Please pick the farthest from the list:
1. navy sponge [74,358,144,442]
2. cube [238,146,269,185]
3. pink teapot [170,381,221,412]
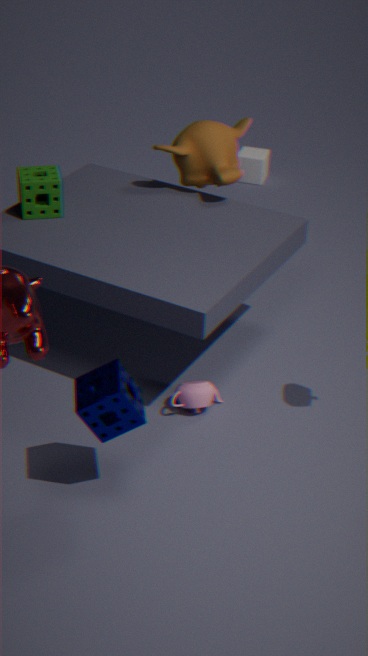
cube [238,146,269,185]
